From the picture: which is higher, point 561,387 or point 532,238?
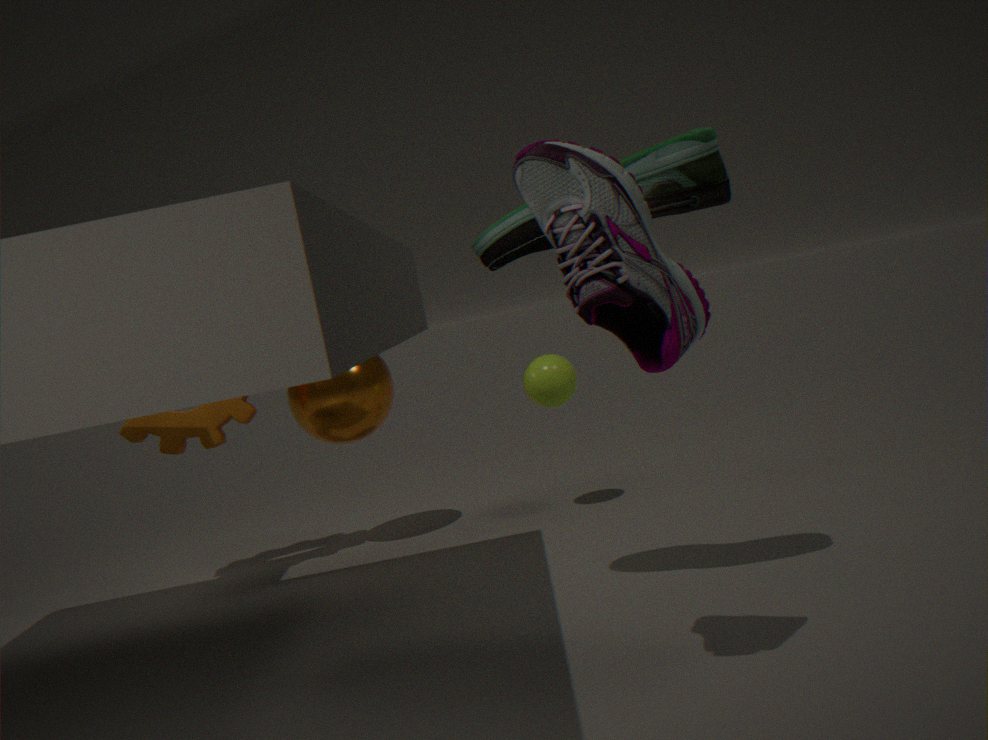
point 532,238
